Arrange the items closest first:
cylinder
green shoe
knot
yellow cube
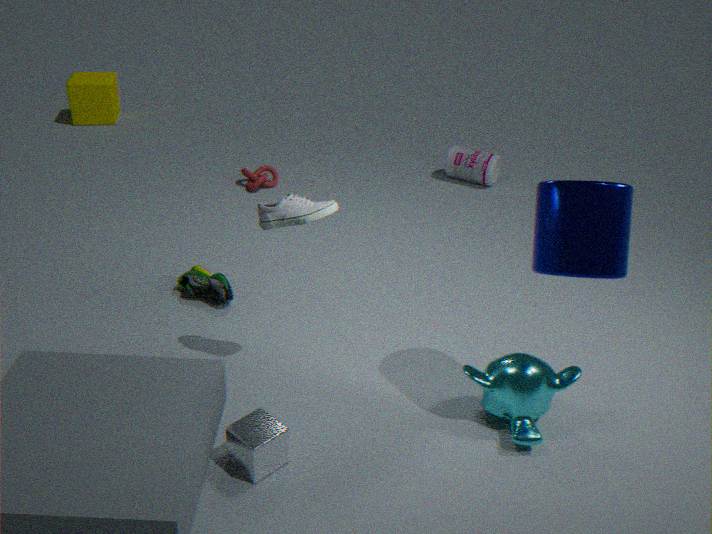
cylinder, green shoe, knot, yellow cube
